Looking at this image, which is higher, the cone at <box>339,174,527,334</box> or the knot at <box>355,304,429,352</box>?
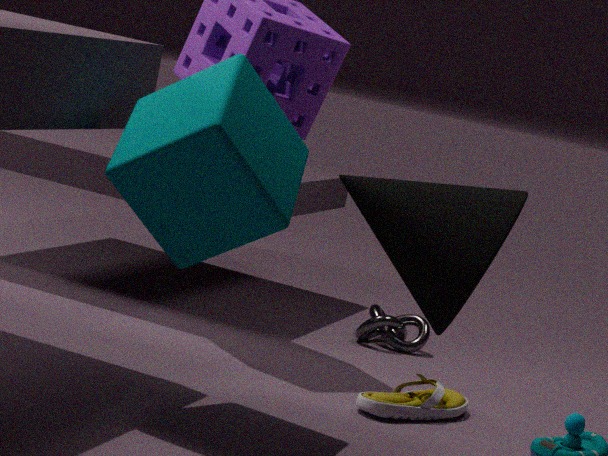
the cone at <box>339,174,527,334</box>
